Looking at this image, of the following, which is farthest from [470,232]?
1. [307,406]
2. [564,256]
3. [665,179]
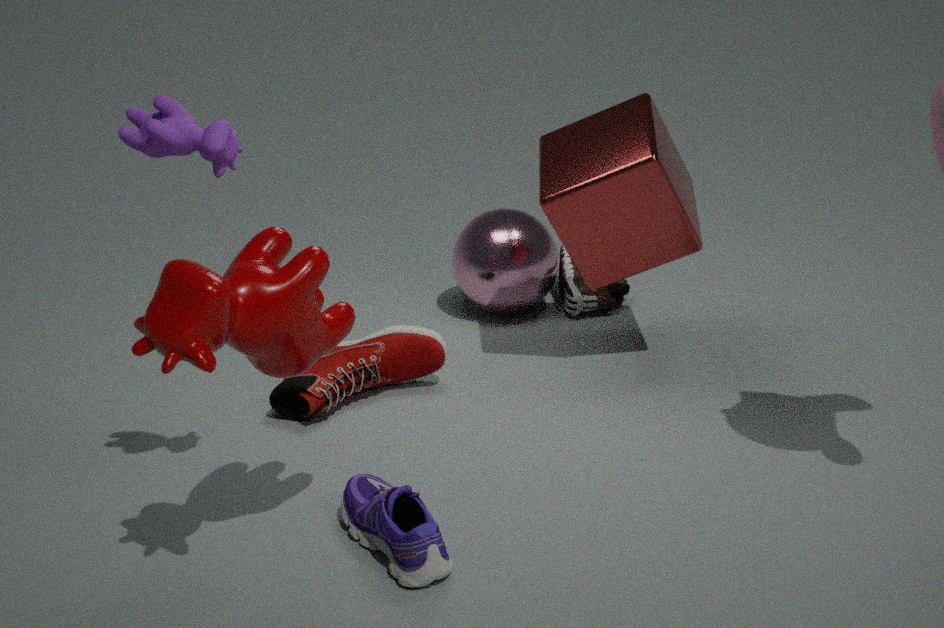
[307,406]
